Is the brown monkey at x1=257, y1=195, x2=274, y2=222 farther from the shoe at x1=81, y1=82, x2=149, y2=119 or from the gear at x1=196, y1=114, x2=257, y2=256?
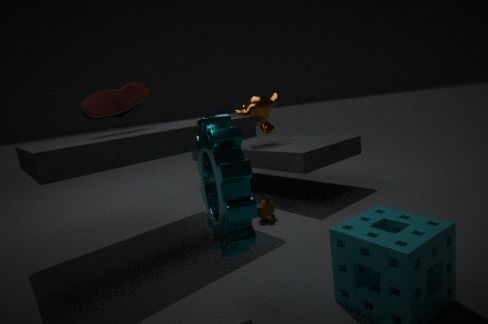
the shoe at x1=81, y1=82, x2=149, y2=119
